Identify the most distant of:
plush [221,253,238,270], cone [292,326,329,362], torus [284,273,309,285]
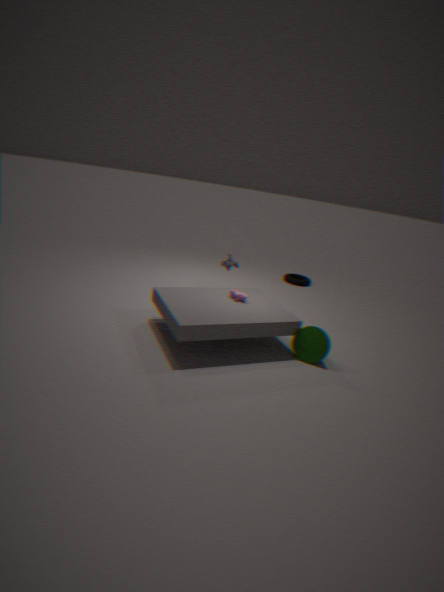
torus [284,273,309,285]
